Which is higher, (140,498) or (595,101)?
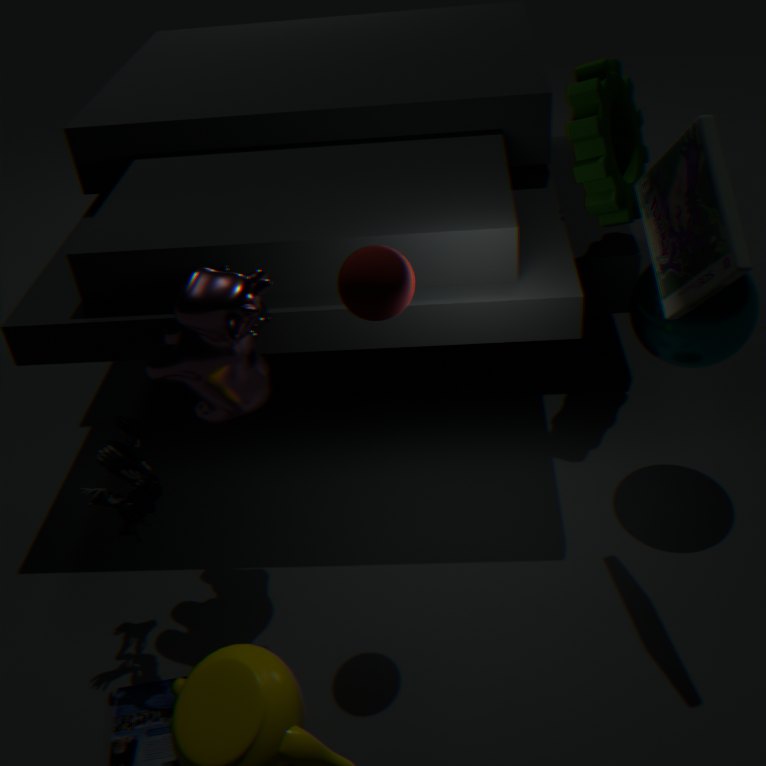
(595,101)
